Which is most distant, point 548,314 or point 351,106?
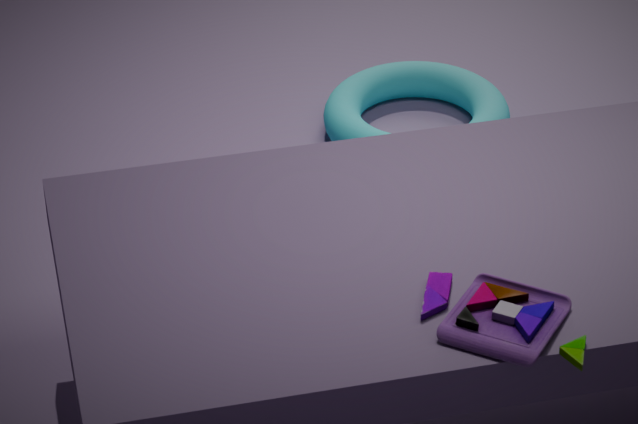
point 351,106
